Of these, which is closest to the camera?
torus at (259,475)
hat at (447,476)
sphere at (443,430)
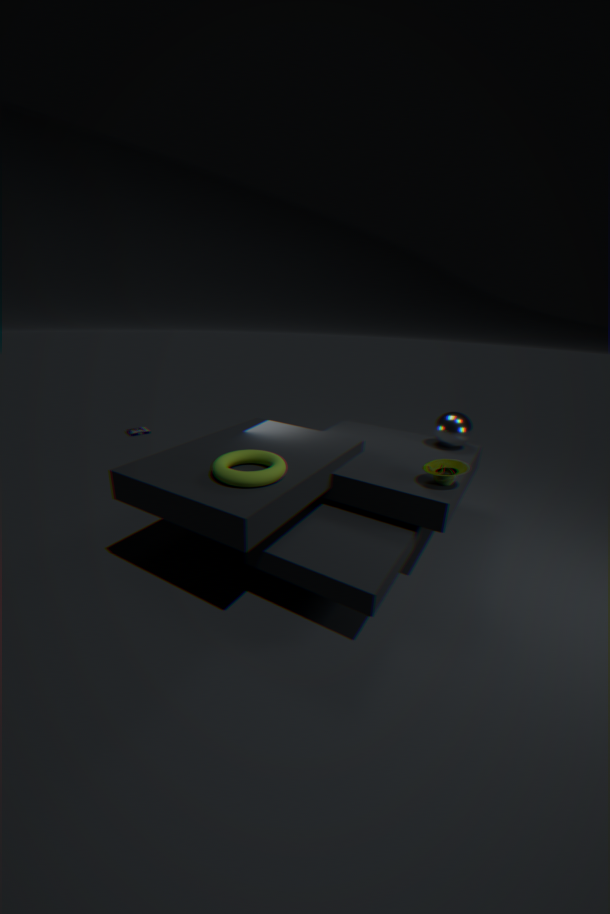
torus at (259,475)
